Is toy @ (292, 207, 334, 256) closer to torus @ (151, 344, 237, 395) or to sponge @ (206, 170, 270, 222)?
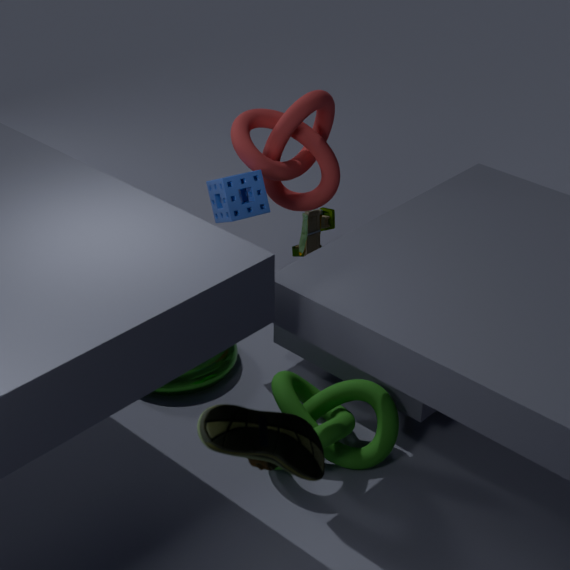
sponge @ (206, 170, 270, 222)
